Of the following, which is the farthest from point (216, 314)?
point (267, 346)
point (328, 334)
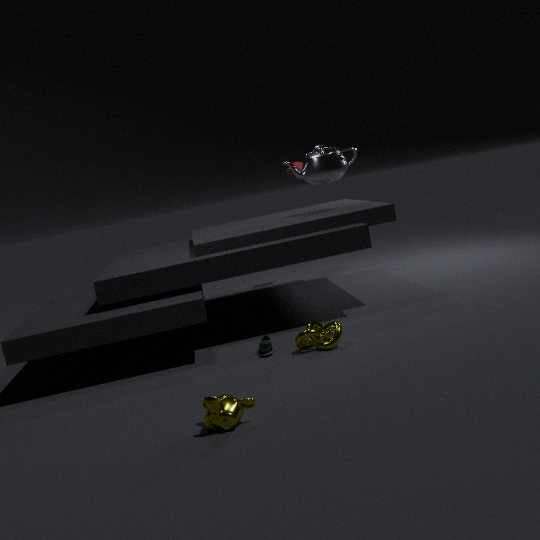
point (328, 334)
